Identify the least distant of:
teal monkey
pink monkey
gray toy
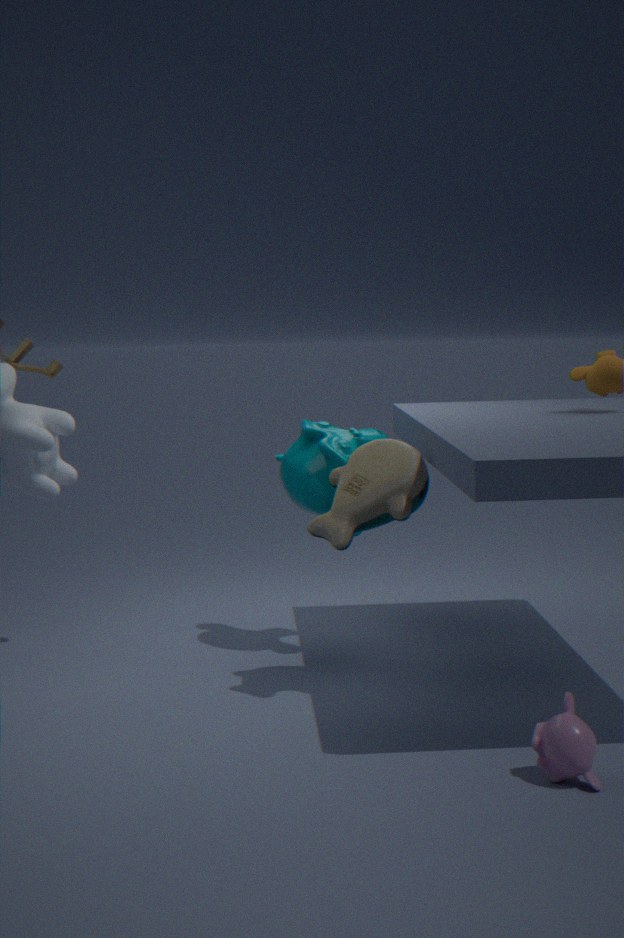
pink monkey
